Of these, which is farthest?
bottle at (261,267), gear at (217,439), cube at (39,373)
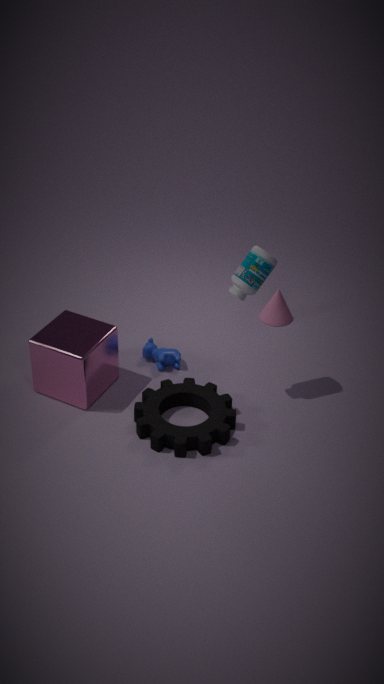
cube at (39,373)
